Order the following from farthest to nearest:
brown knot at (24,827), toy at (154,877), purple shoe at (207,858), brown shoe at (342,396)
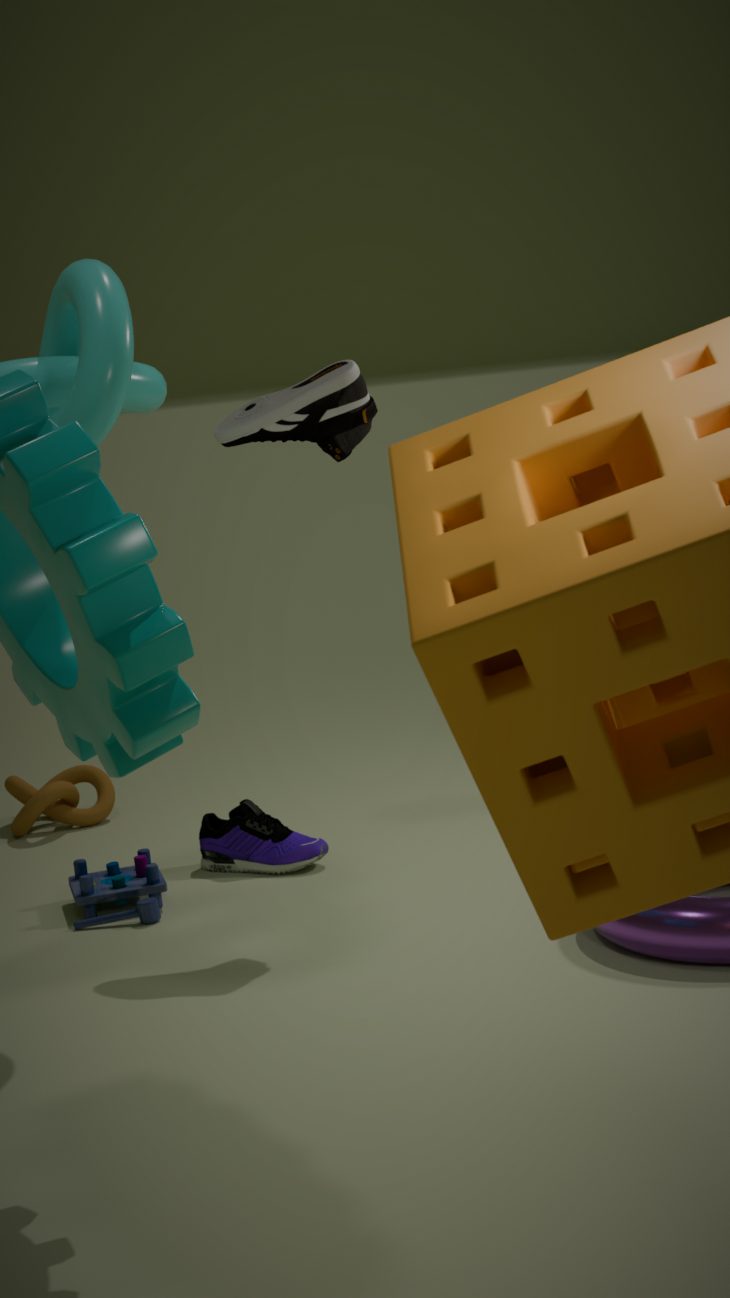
brown knot at (24,827), purple shoe at (207,858), toy at (154,877), brown shoe at (342,396)
